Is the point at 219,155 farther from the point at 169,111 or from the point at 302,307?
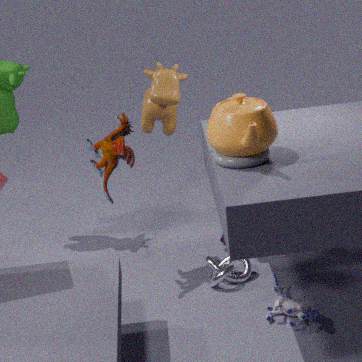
the point at 169,111
